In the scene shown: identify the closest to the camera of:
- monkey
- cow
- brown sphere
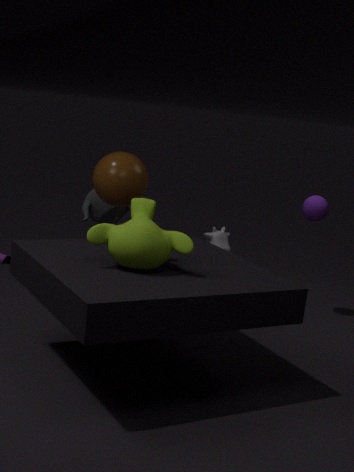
monkey
